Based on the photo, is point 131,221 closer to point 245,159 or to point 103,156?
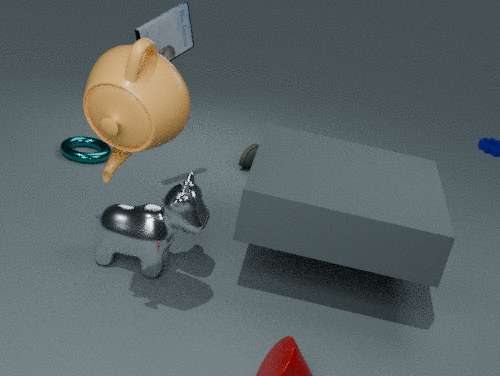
point 103,156
